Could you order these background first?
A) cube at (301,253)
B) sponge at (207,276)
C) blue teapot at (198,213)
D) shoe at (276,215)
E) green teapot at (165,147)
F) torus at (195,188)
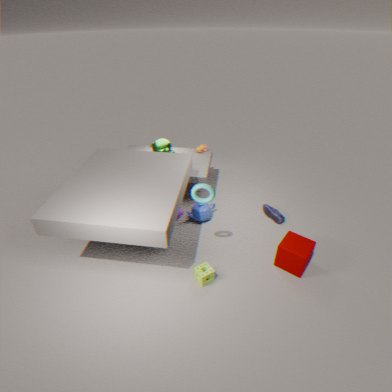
green teapot at (165,147)
shoe at (276,215)
blue teapot at (198,213)
cube at (301,253)
sponge at (207,276)
torus at (195,188)
